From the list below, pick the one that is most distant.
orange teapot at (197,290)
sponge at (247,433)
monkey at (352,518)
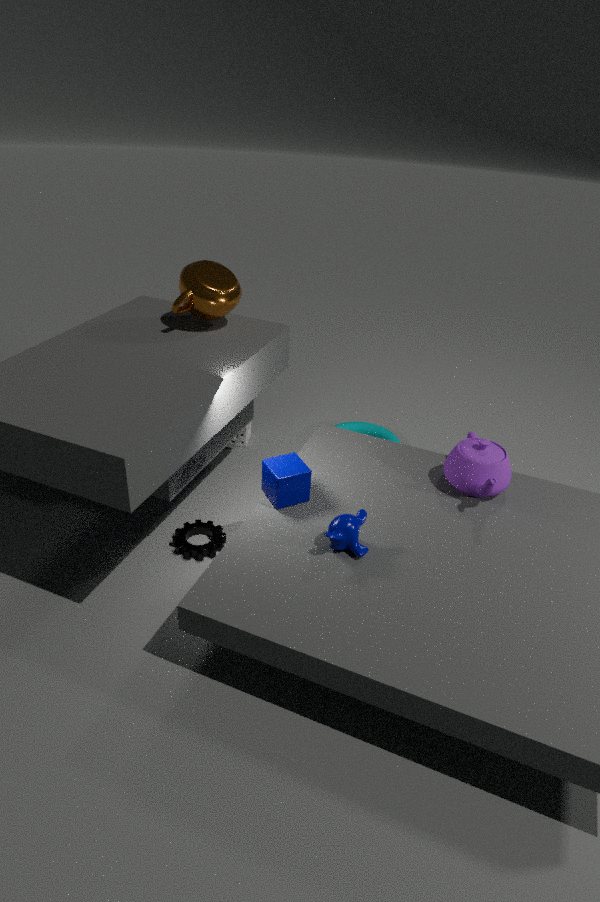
sponge at (247,433)
